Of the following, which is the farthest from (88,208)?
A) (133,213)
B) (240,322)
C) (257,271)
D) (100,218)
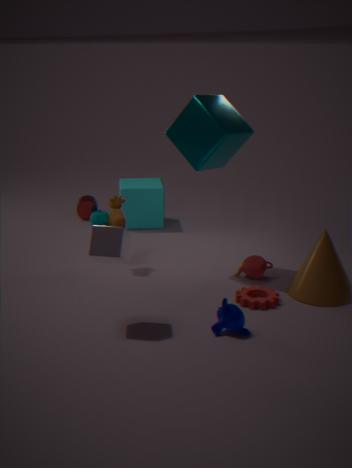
(240,322)
